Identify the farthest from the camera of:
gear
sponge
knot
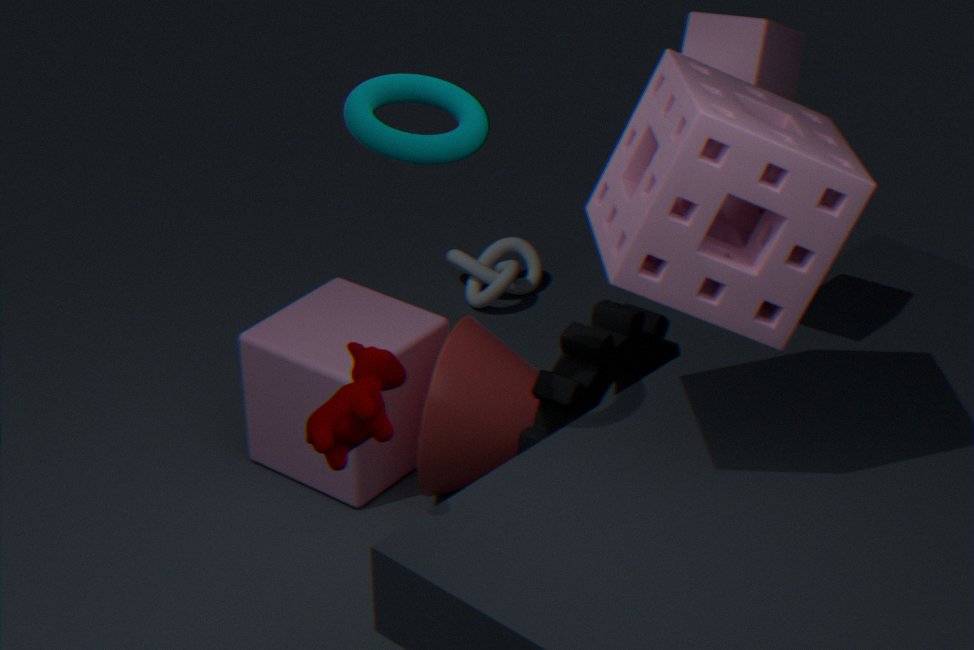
knot
